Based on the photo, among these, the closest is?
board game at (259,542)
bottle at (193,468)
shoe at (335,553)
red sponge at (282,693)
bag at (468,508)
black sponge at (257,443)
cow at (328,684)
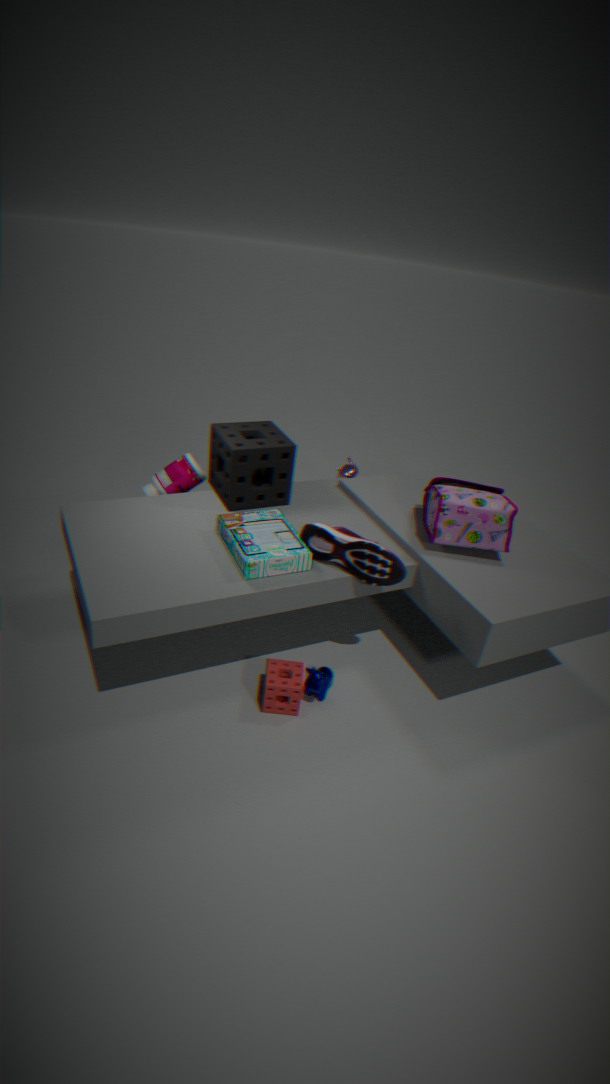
board game at (259,542)
